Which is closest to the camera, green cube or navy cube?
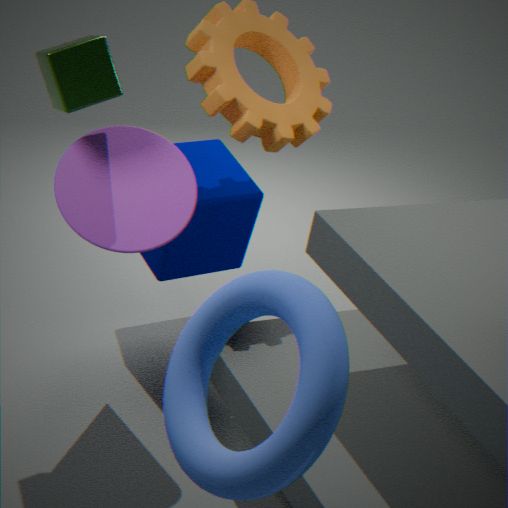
green cube
